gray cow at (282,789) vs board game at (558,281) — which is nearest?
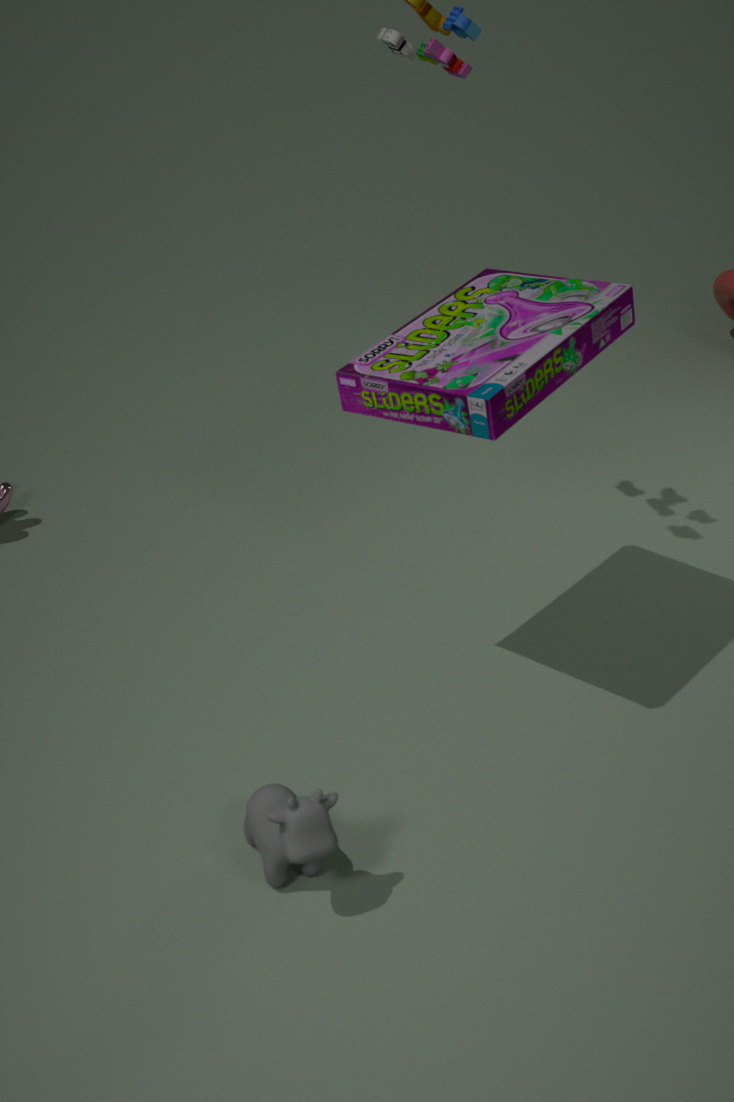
gray cow at (282,789)
